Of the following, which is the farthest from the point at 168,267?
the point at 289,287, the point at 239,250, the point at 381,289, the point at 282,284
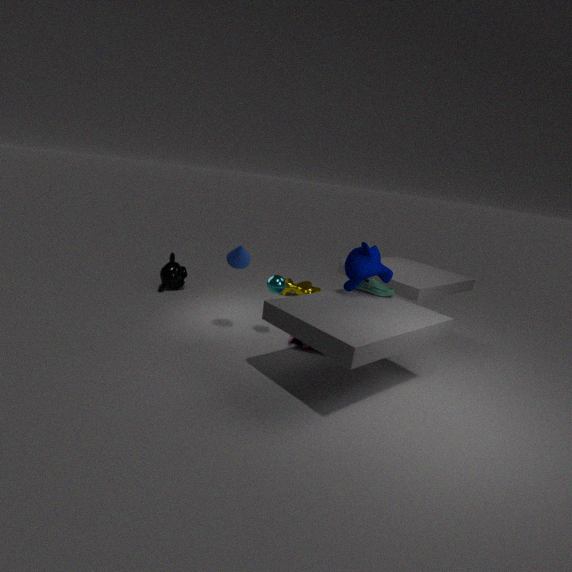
the point at 381,289
